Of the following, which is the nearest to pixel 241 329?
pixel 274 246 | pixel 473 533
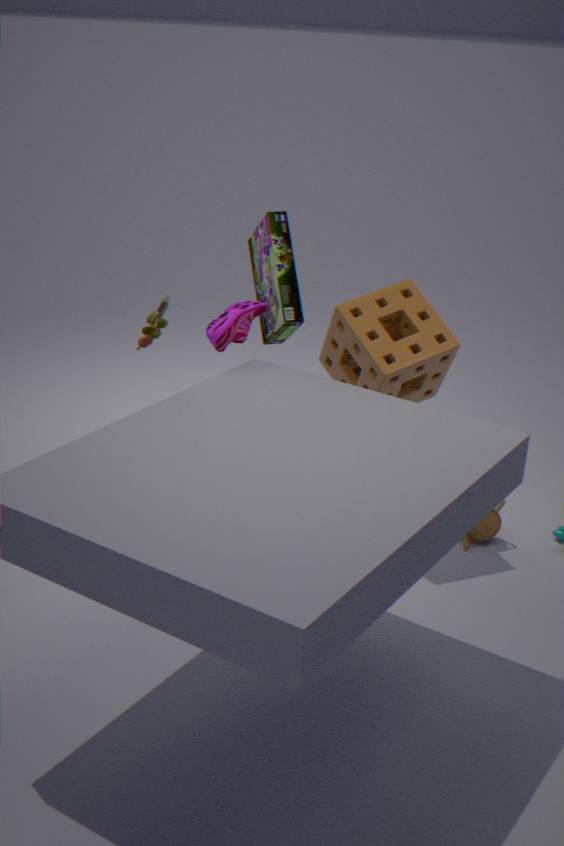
pixel 274 246
